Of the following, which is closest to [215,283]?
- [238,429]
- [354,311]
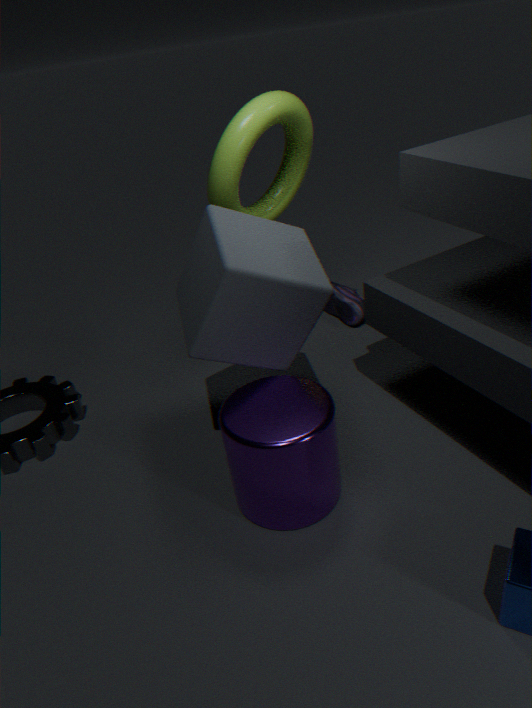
[238,429]
